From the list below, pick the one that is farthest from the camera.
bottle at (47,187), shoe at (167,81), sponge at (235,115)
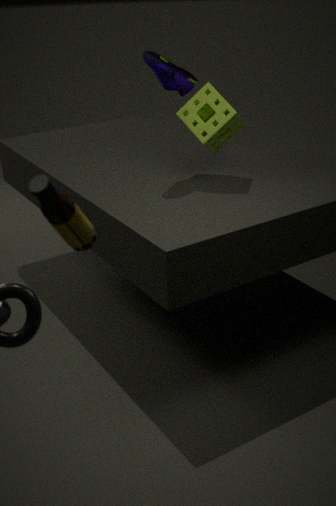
sponge at (235,115)
